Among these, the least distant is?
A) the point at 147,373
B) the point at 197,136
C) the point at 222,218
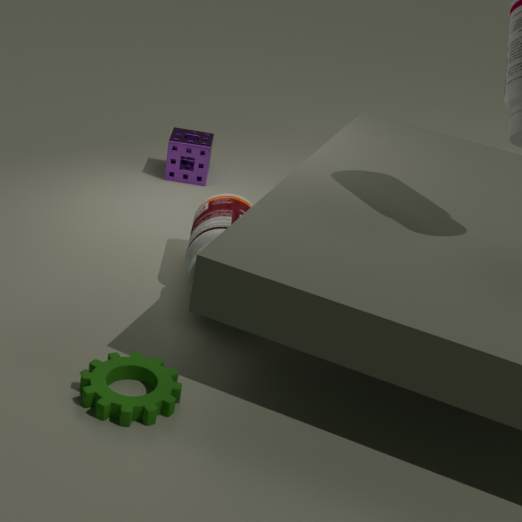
the point at 147,373
